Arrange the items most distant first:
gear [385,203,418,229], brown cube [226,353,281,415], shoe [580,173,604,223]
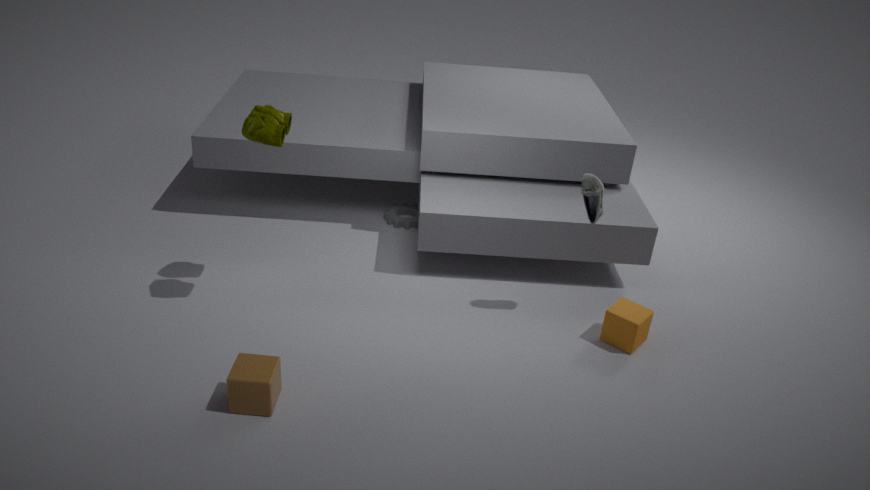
gear [385,203,418,229] < shoe [580,173,604,223] < brown cube [226,353,281,415]
